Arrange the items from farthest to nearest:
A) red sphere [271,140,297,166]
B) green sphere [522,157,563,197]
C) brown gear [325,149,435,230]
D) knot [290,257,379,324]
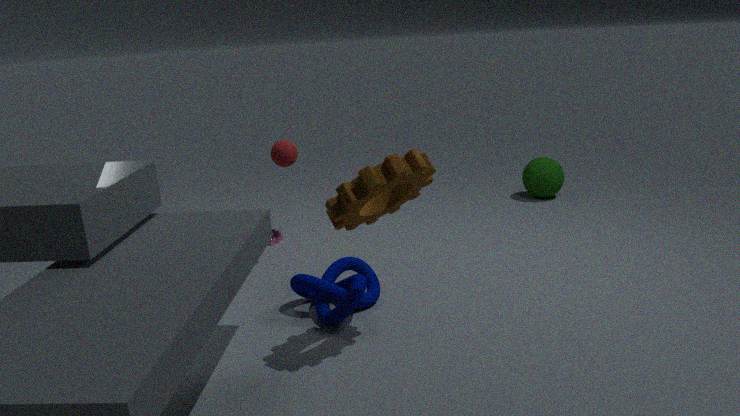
green sphere [522,157,563,197] < red sphere [271,140,297,166] < knot [290,257,379,324] < brown gear [325,149,435,230]
